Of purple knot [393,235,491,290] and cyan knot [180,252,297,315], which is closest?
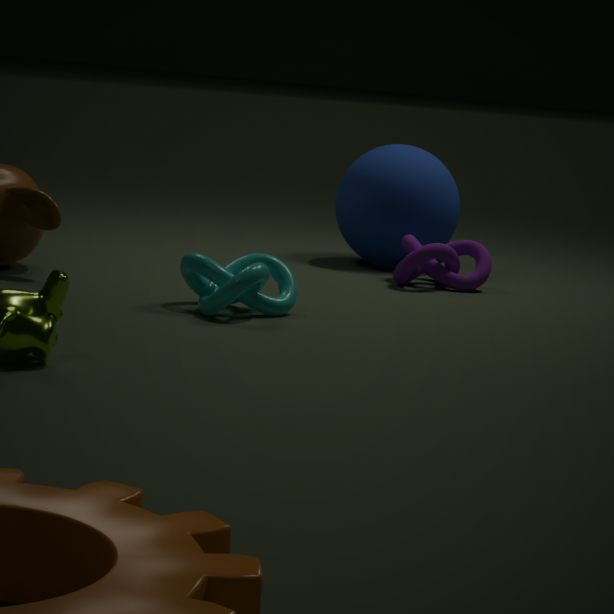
cyan knot [180,252,297,315]
